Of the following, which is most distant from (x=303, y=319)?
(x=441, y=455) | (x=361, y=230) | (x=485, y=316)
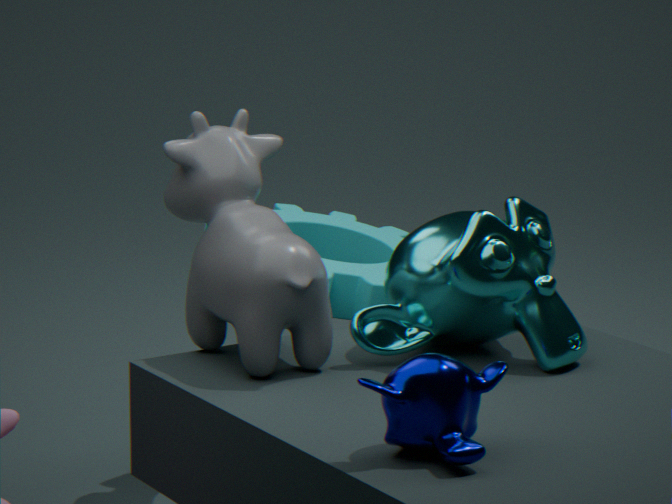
(x=441, y=455)
